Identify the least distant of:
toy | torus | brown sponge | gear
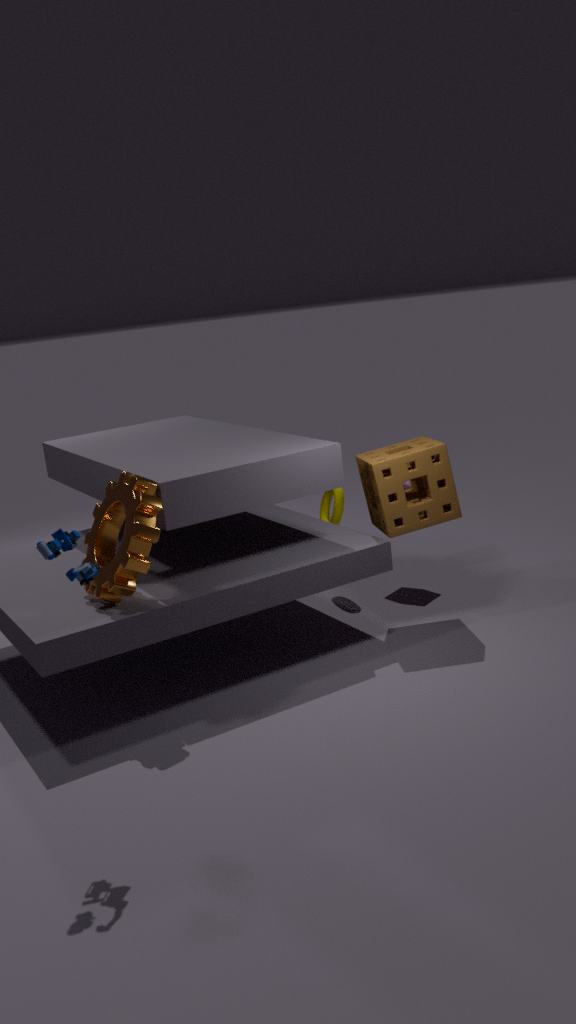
toy
